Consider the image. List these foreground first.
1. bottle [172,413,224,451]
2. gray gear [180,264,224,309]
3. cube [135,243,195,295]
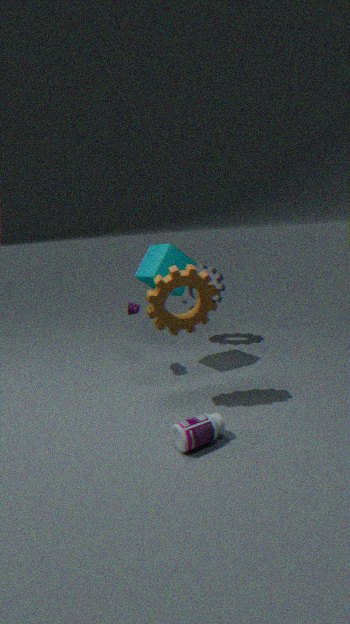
bottle [172,413,224,451] < cube [135,243,195,295] < gray gear [180,264,224,309]
